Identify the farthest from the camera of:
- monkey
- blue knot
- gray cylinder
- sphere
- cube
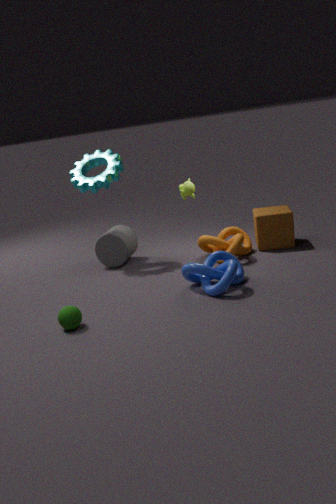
gray cylinder
